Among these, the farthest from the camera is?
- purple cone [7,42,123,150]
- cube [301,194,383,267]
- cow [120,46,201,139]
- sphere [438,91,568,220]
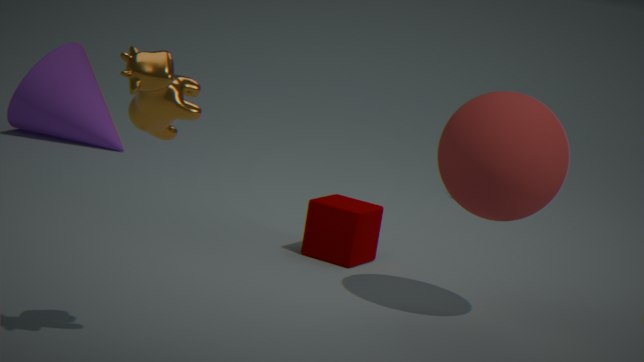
purple cone [7,42,123,150]
